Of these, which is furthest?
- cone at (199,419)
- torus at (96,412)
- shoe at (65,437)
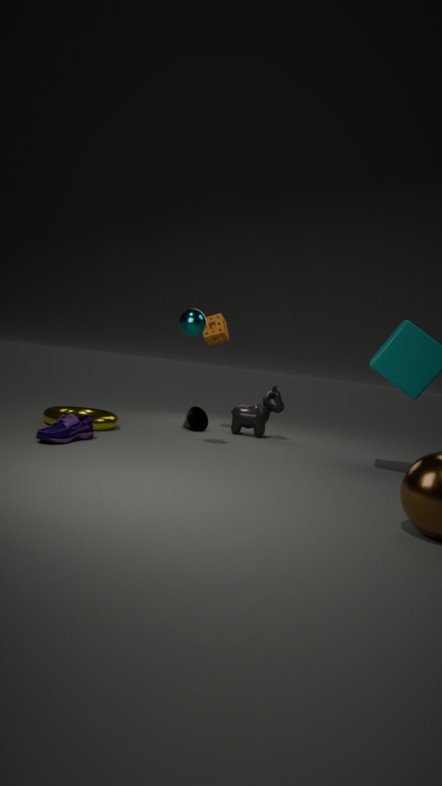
cone at (199,419)
